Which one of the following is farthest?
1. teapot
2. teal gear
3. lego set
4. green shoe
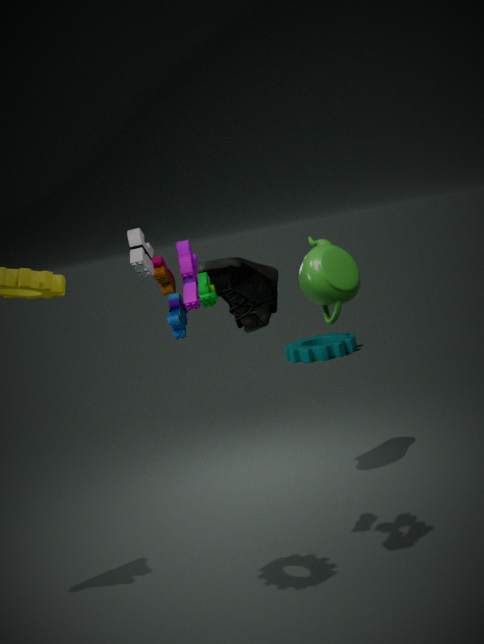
teal gear
